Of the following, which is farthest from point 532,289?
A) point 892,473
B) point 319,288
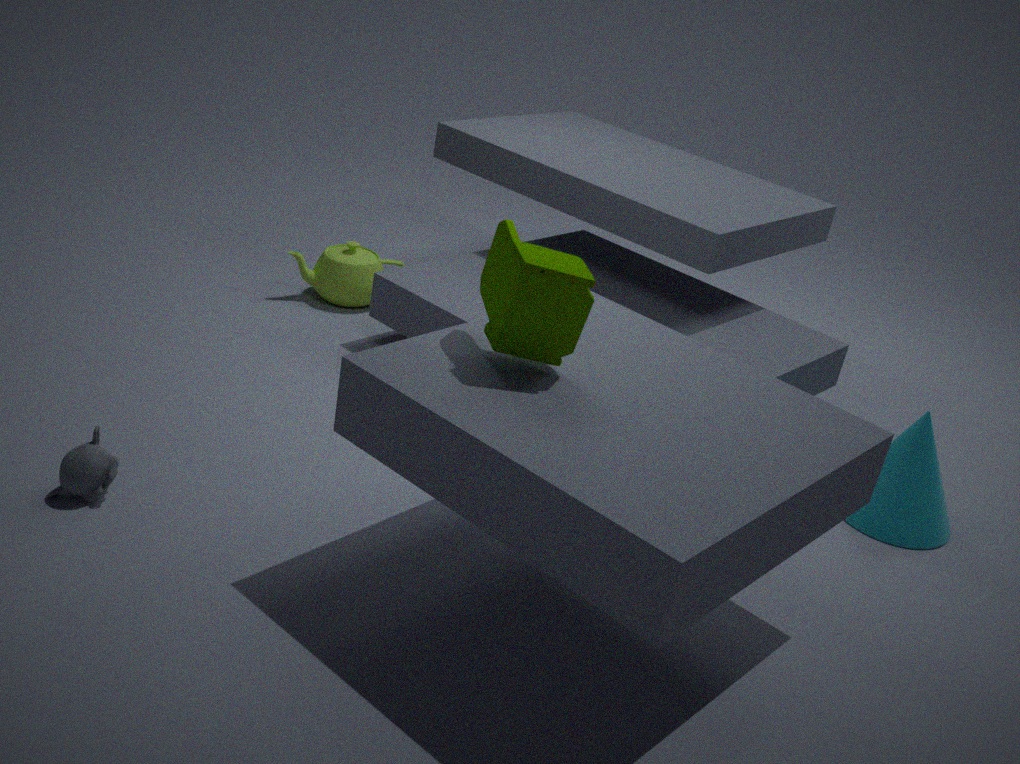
point 319,288
